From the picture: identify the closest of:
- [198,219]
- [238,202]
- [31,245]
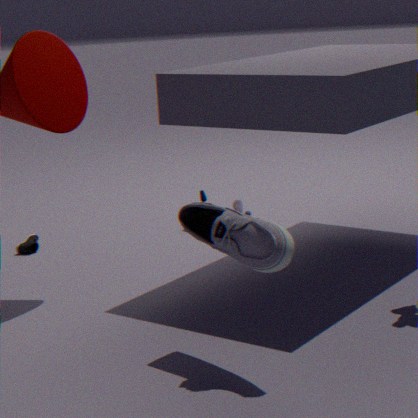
[198,219]
